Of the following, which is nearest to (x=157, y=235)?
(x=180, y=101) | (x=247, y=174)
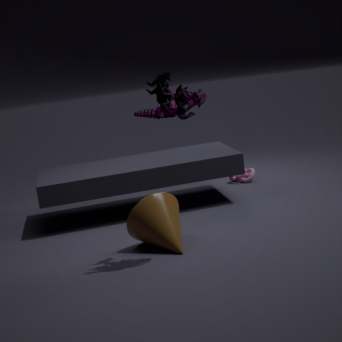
(x=180, y=101)
